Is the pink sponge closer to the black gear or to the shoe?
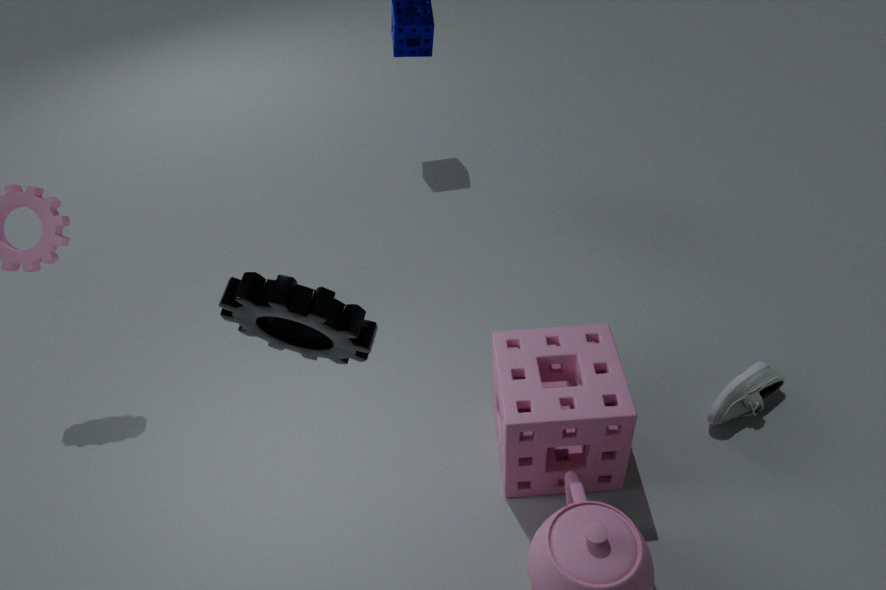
the shoe
